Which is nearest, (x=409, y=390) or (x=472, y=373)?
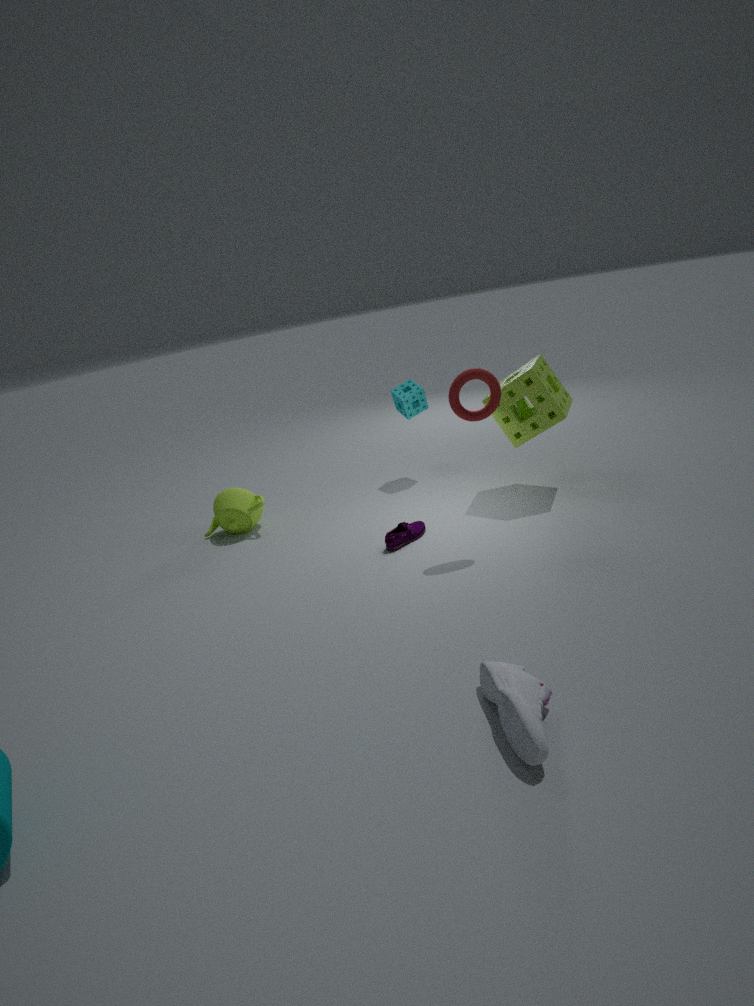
(x=472, y=373)
